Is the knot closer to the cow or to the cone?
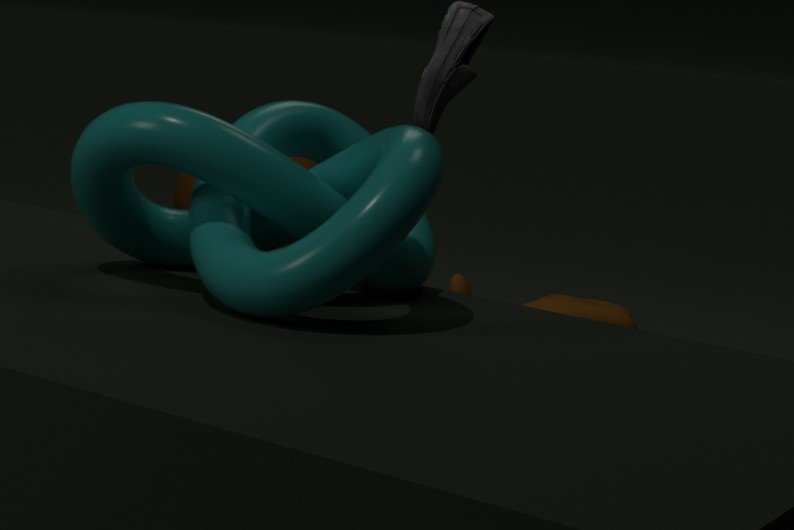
the cow
